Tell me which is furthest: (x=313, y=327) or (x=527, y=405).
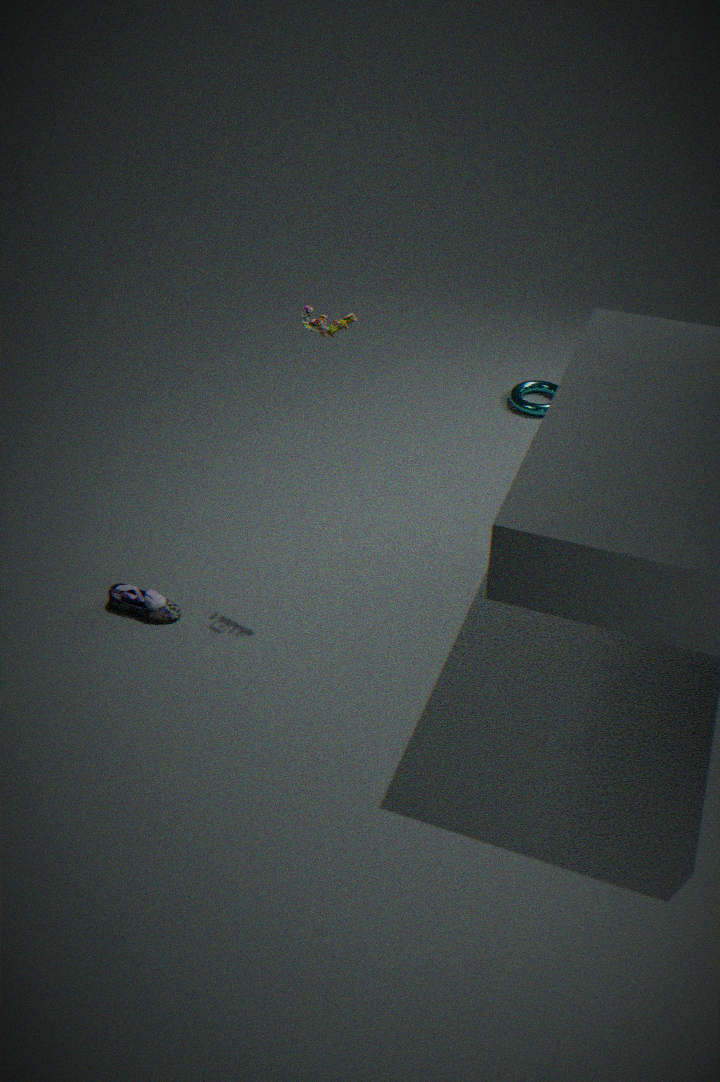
(x=527, y=405)
